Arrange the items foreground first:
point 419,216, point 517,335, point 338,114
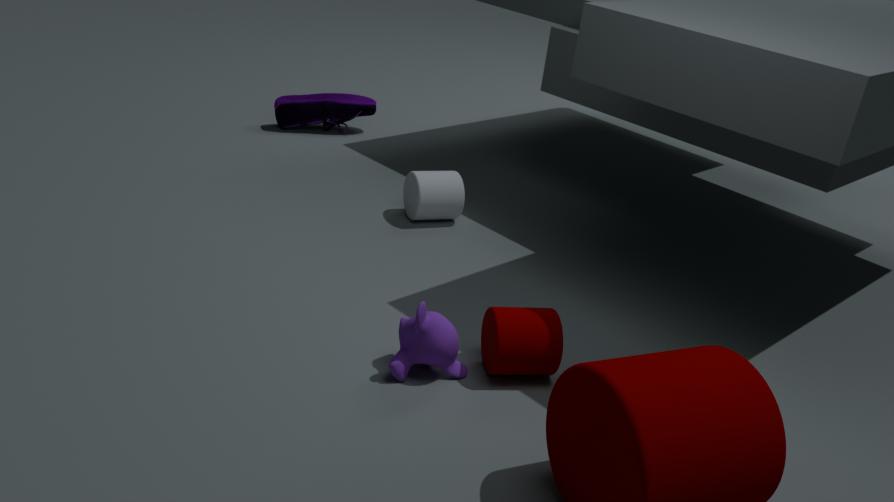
1. point 517,335
2. point 419,216
3. point 338,114
